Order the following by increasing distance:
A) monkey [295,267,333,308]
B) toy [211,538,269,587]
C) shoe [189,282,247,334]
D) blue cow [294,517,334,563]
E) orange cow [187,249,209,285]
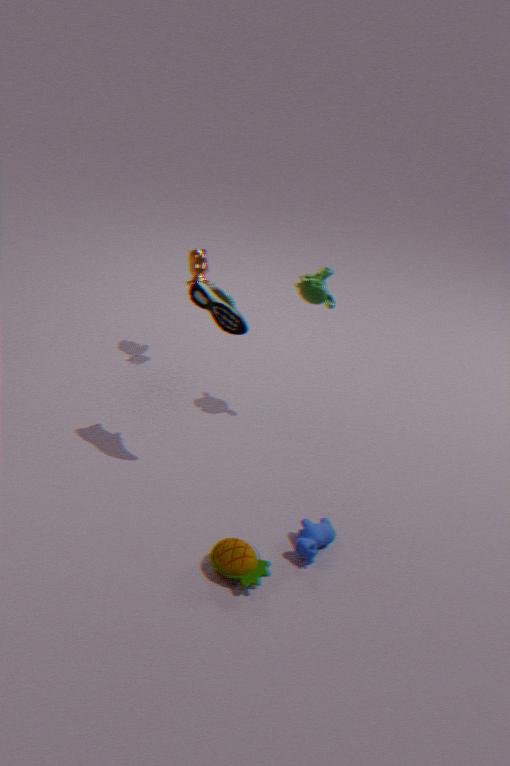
toy [211,538,269,587] < blue cow [294,517,334,563] < shoe [189,282,247,334] < monkey [295,267,333,308] < orange cow [187,249,209,285]
